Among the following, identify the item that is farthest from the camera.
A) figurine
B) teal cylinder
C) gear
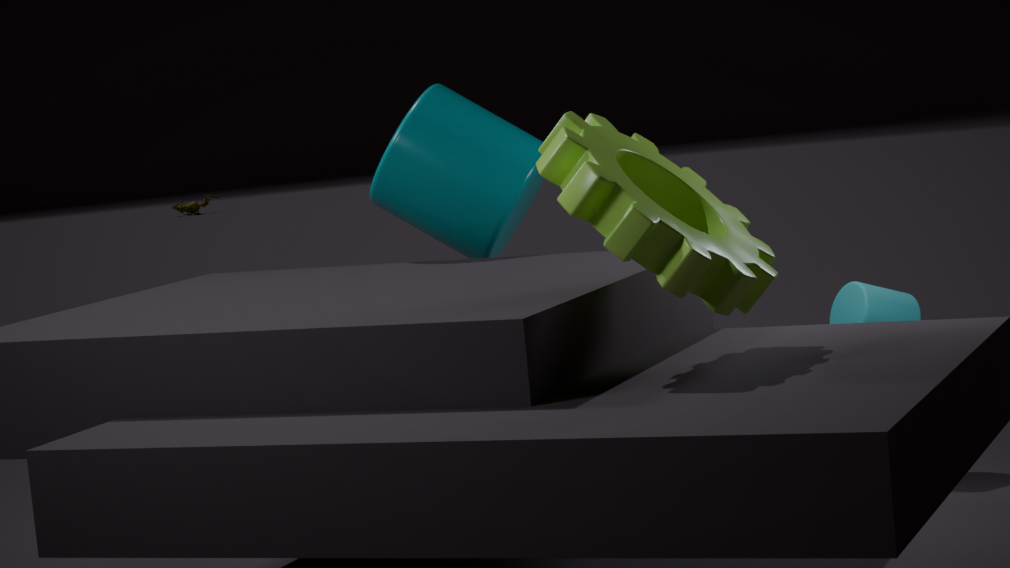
figurine
